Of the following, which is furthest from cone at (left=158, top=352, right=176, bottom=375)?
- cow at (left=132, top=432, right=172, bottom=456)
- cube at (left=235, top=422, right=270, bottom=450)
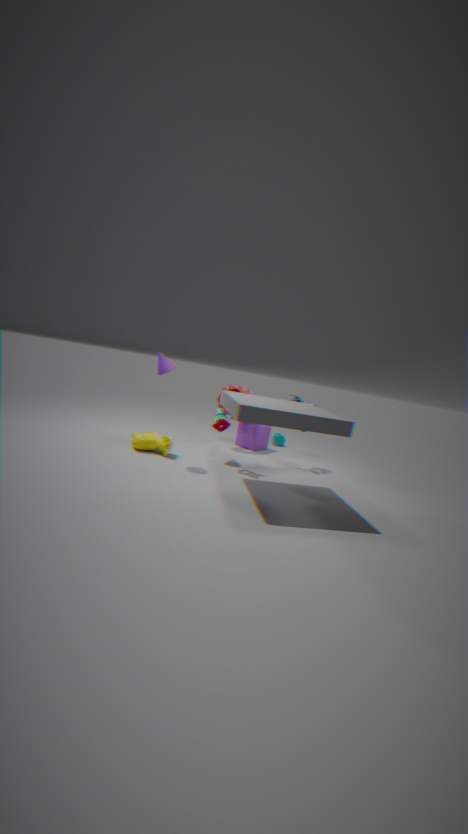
cube at (left=235, top=422, right=270, bottom=450)
